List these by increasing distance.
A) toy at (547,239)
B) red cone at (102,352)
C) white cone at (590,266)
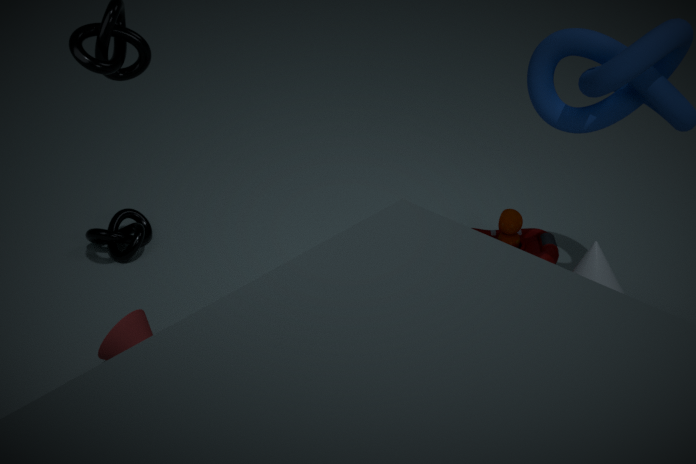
white cone at (590,266) < red cone at (102,352) < toy at (547,239)
